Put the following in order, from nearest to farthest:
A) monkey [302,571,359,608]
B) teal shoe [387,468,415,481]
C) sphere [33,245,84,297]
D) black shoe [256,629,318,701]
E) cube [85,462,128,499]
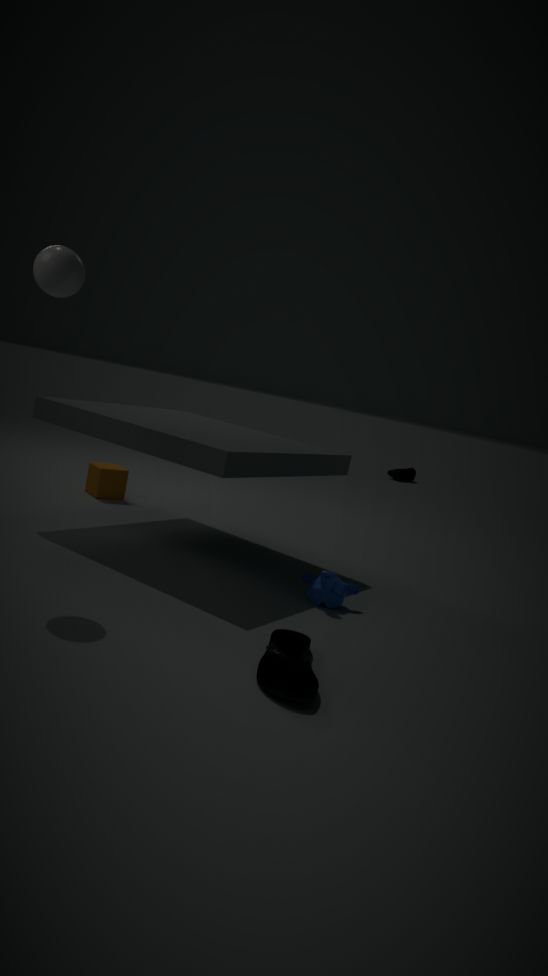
black shoe [256,629,318,701], sphere [33,245,84,297], monkey [302,571,359,608], cube [85,462,128,499], teal shoe [387,468,415,481]
